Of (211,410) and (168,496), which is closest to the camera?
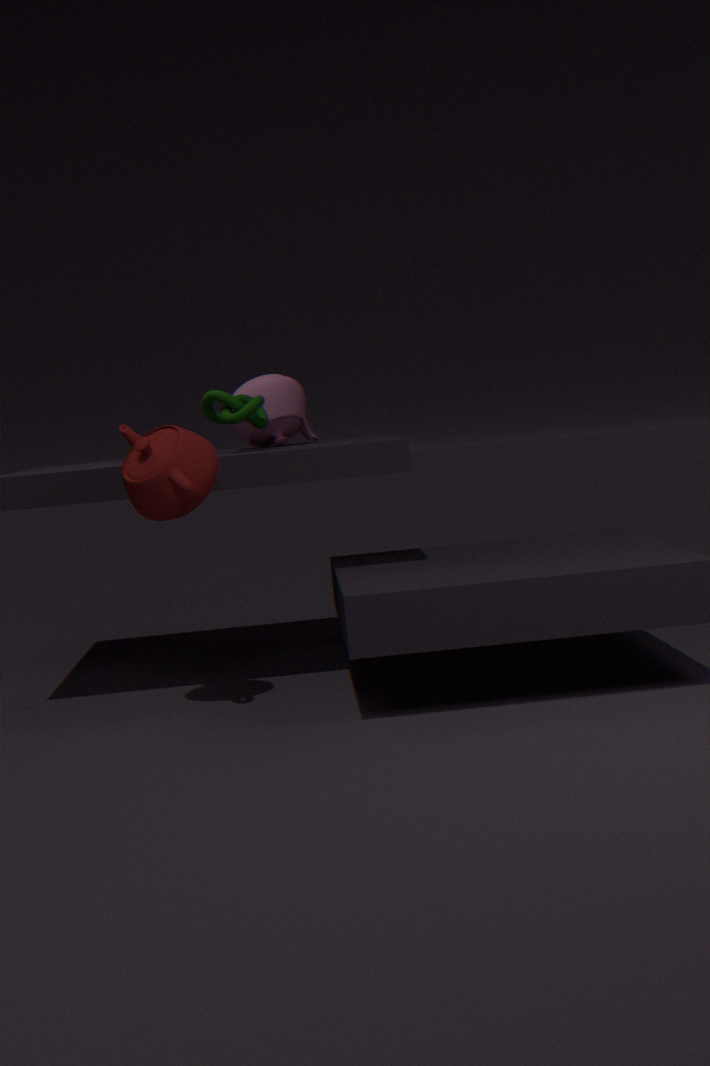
(168,496)
